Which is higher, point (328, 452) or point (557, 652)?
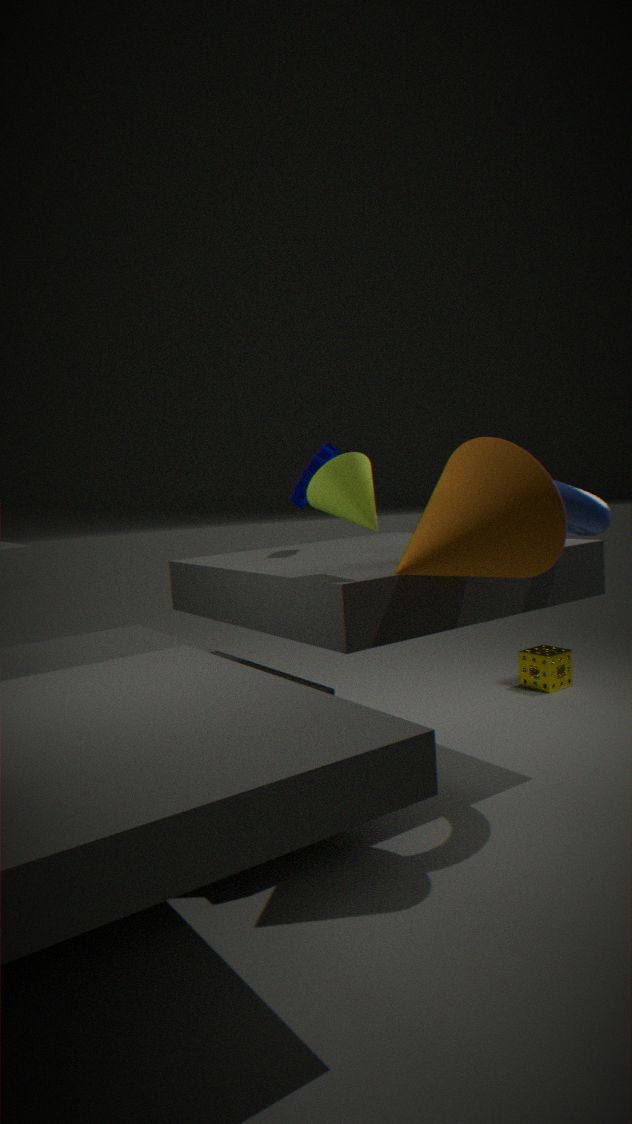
point (328, 452)
